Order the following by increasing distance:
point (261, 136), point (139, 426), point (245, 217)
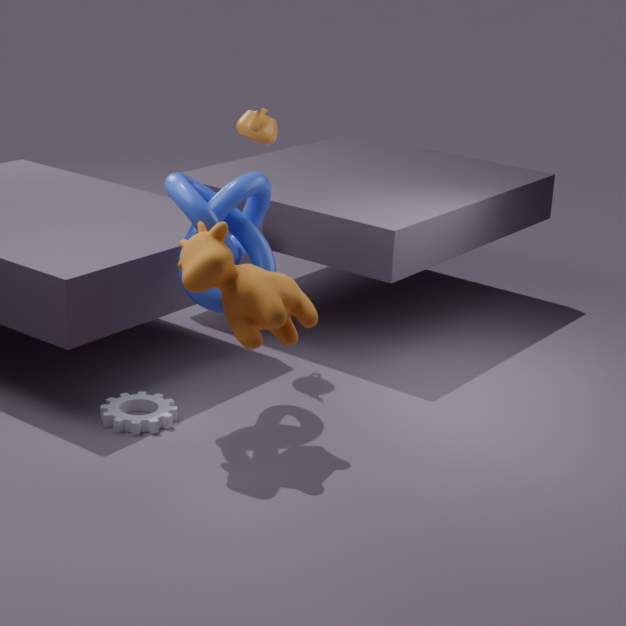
point (139, 426) → point (245, 217) → point (261, 136)
